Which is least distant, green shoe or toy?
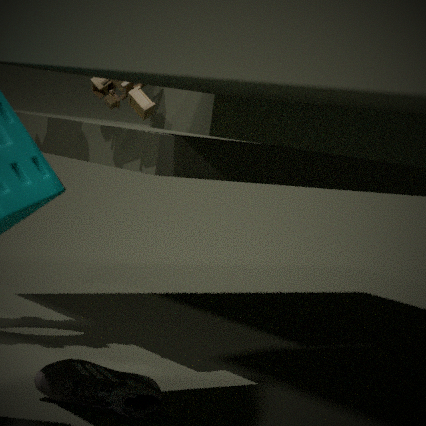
green shoe
